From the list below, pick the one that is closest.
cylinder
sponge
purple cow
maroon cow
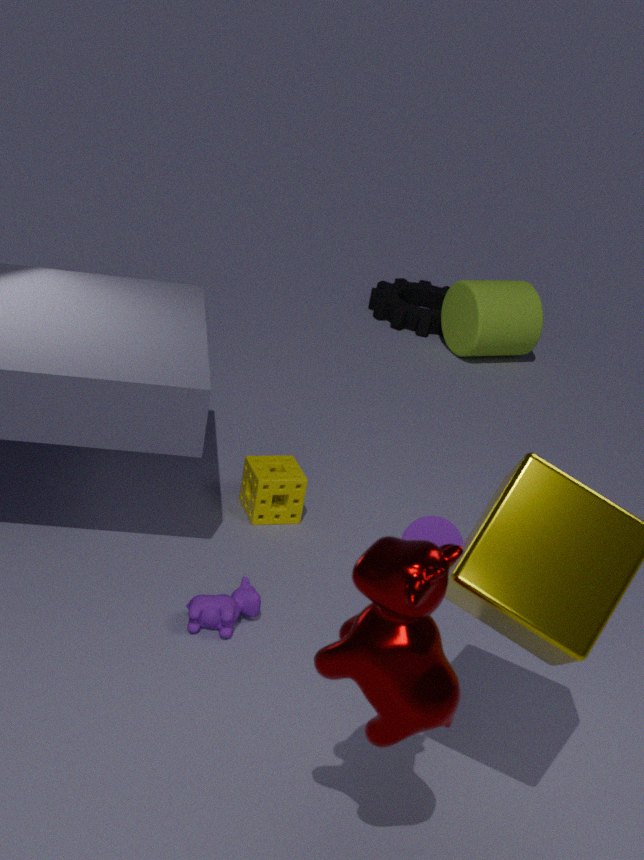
maroon cow
